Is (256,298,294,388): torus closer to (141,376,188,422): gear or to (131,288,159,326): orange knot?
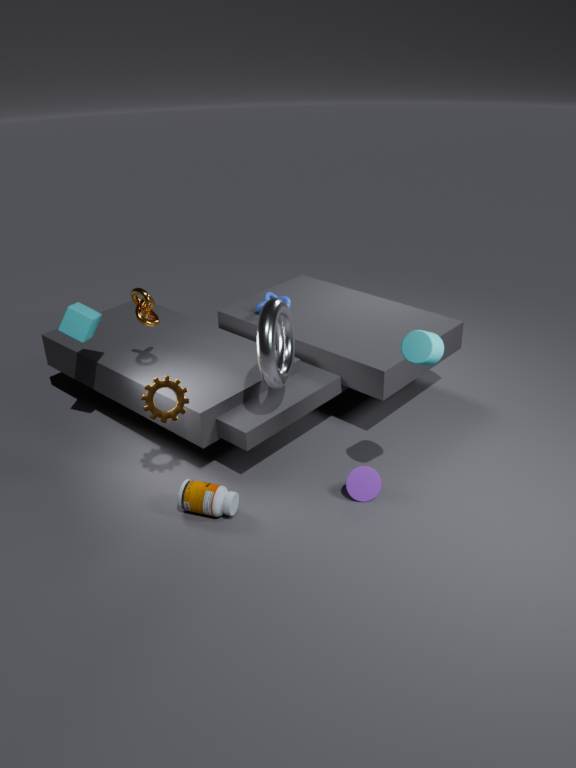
(141,376,188,422): gear
